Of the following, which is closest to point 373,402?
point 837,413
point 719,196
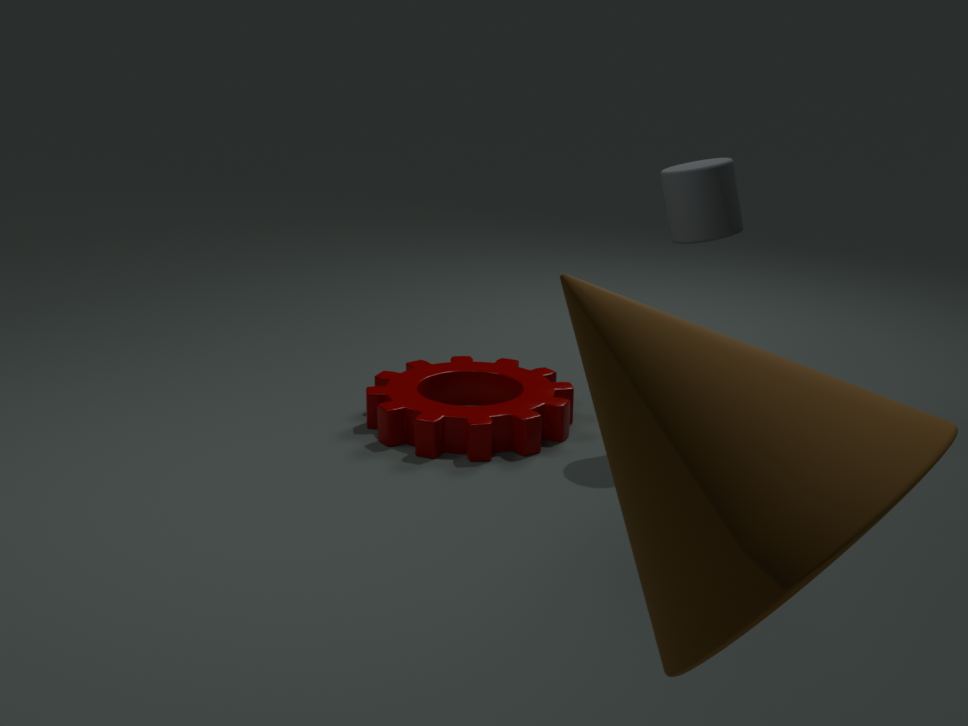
point 719,196
